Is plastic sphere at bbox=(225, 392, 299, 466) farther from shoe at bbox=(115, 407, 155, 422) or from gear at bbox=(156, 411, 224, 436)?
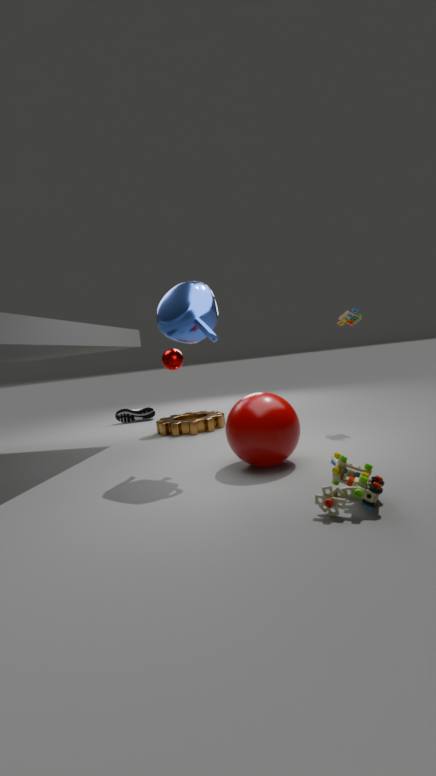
shoe at bbox=(115, 407, 155, 422)
